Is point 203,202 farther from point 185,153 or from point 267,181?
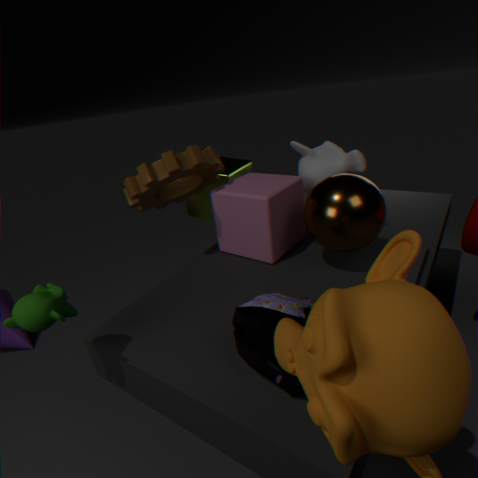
point 267,181
